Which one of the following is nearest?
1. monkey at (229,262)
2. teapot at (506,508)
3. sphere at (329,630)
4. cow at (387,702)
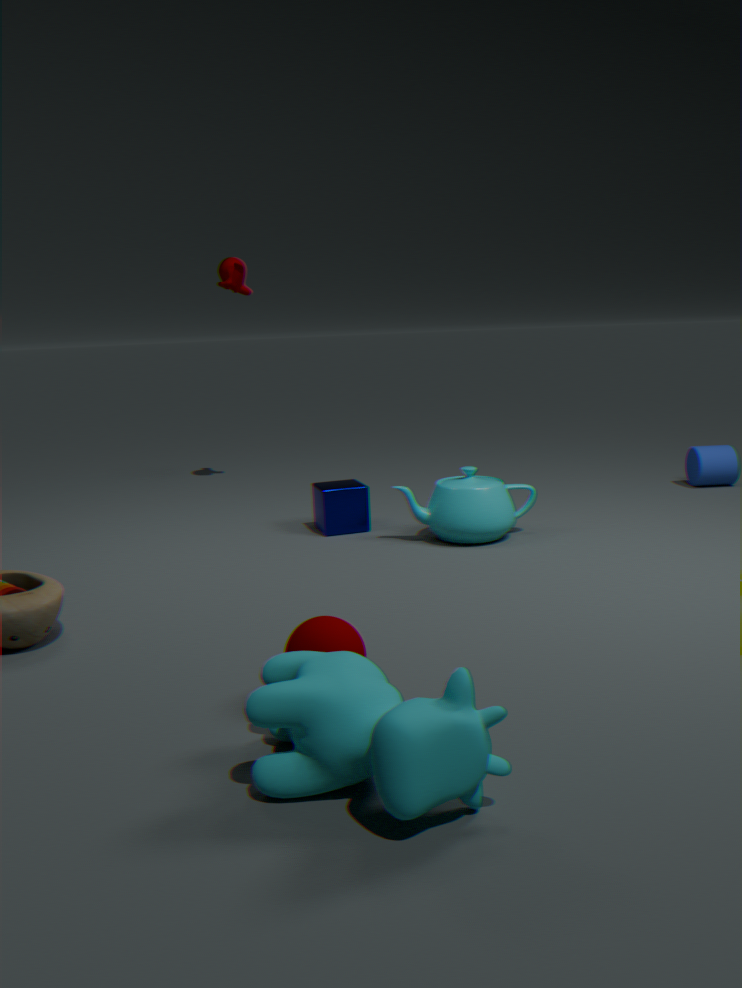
cow at (387,702)
